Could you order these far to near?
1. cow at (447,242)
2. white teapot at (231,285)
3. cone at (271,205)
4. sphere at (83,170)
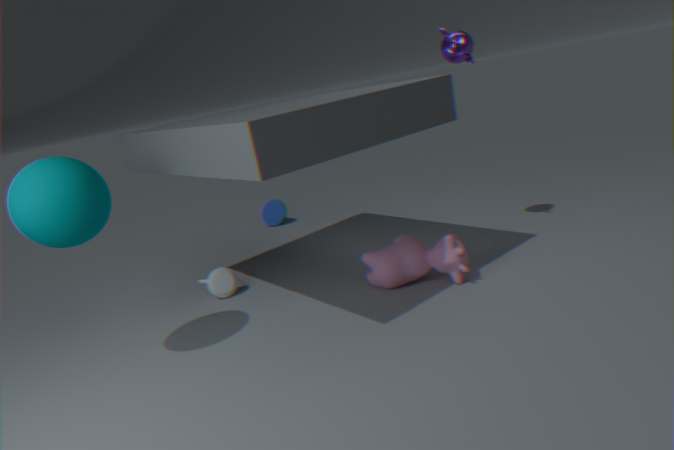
cone at (271,205), white teapot at (231,285), cow at (447,242), sphere at (83,170)
